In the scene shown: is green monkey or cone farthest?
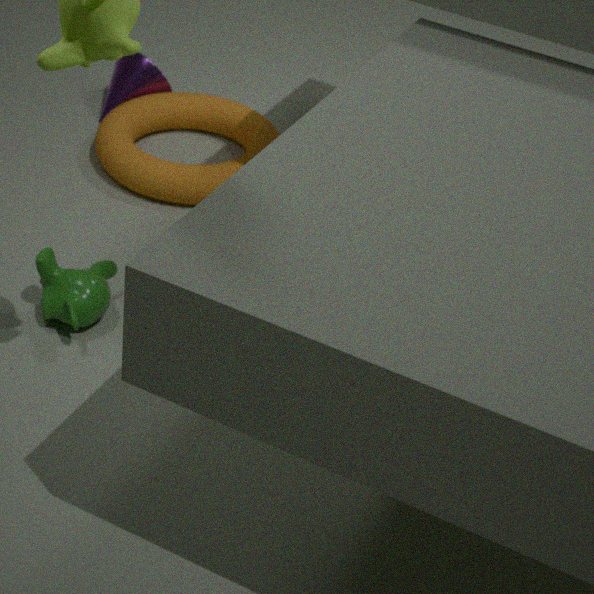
cone
